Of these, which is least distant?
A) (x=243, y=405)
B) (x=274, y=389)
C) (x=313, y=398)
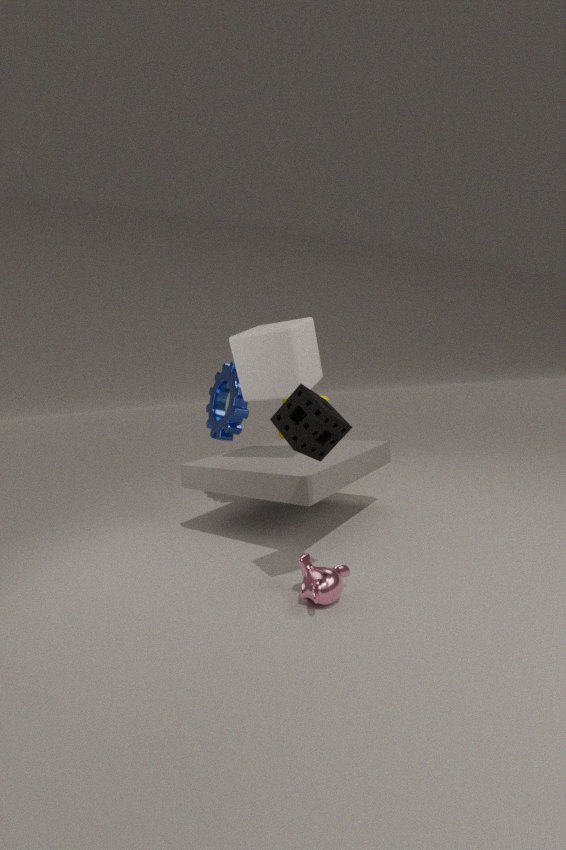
(x=313, y=398)
